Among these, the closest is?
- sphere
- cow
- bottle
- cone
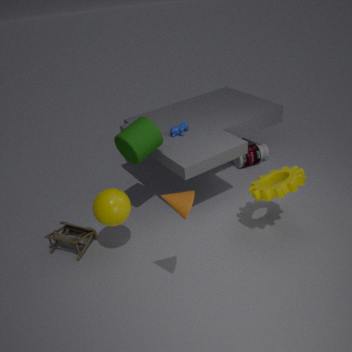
cone
